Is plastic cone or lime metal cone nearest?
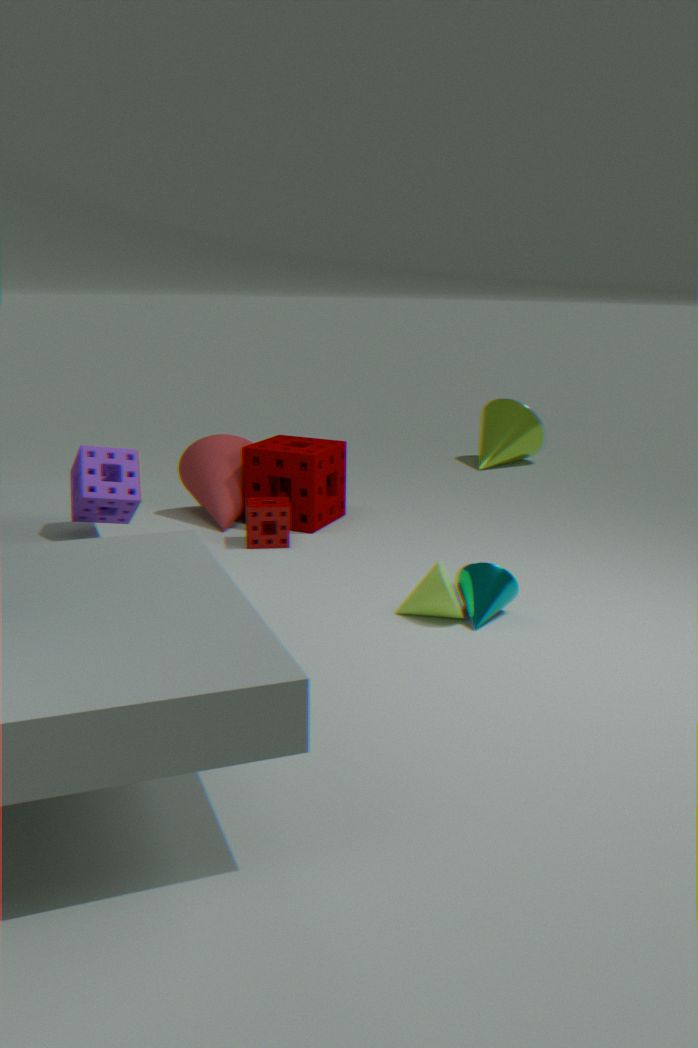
plastic cone
